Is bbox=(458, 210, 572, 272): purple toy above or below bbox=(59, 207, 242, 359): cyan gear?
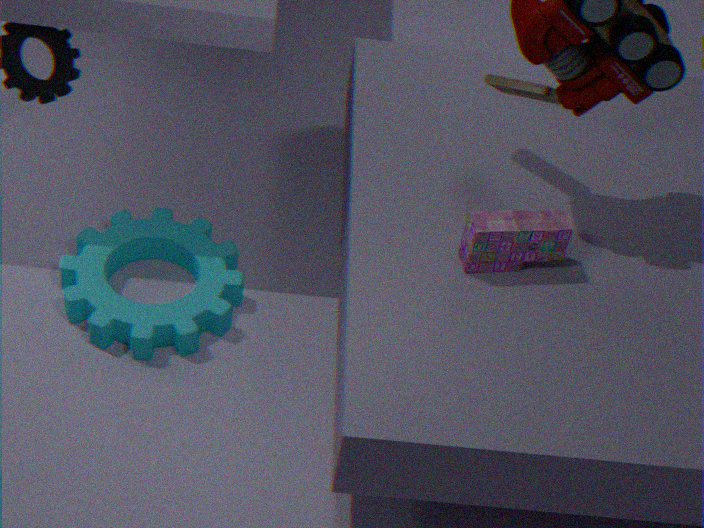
above
